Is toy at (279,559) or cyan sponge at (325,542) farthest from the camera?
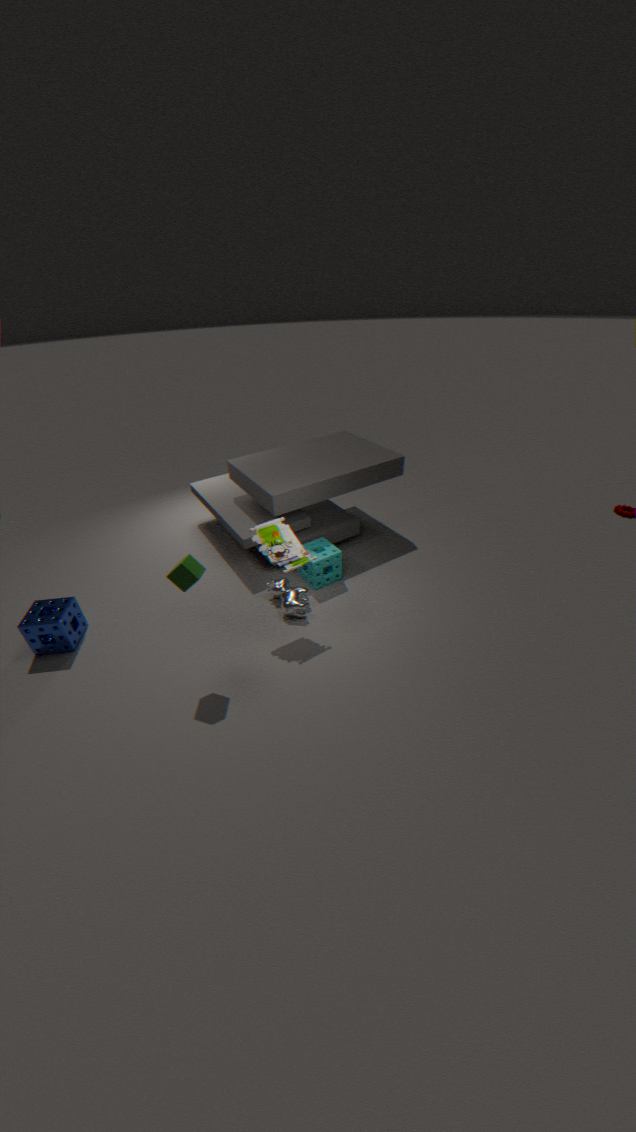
cyan sponge at (325,542)
